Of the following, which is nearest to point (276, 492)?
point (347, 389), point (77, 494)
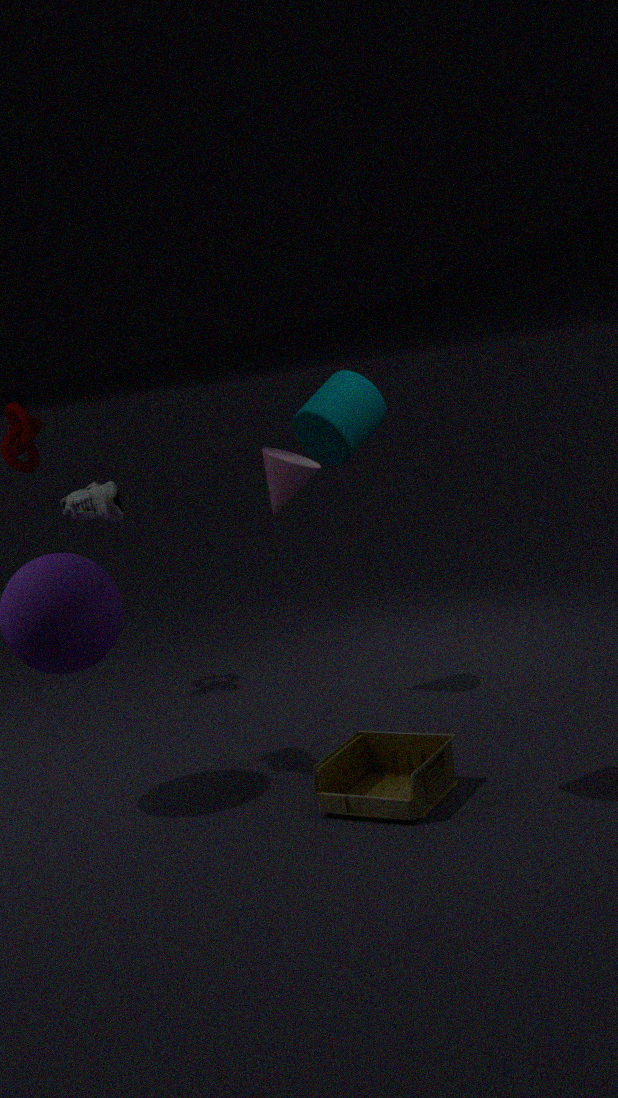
point (77, 494)
